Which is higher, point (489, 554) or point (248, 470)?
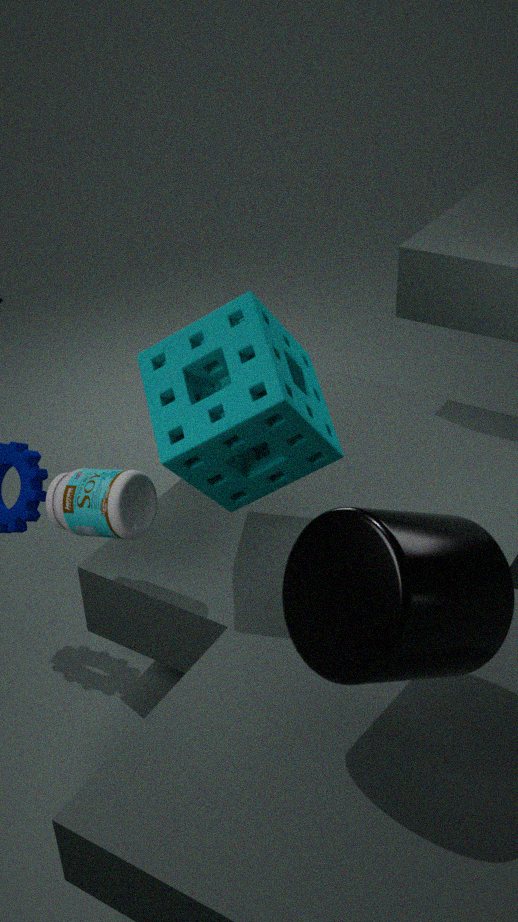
point (248, 470)
